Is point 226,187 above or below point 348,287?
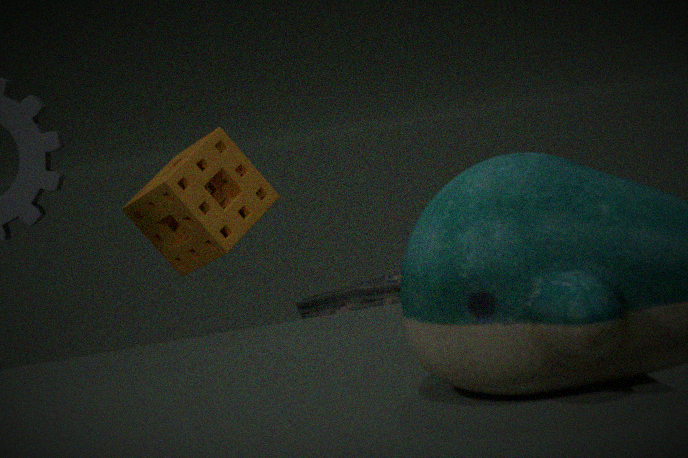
above
